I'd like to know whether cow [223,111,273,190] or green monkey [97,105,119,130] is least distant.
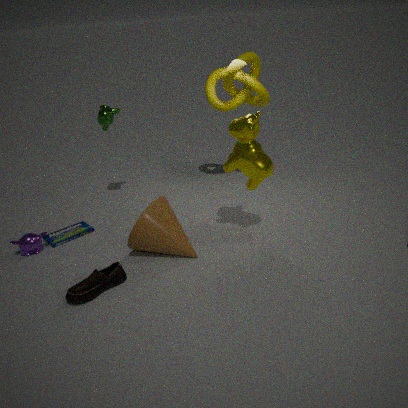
cow [223,111,273,190]
